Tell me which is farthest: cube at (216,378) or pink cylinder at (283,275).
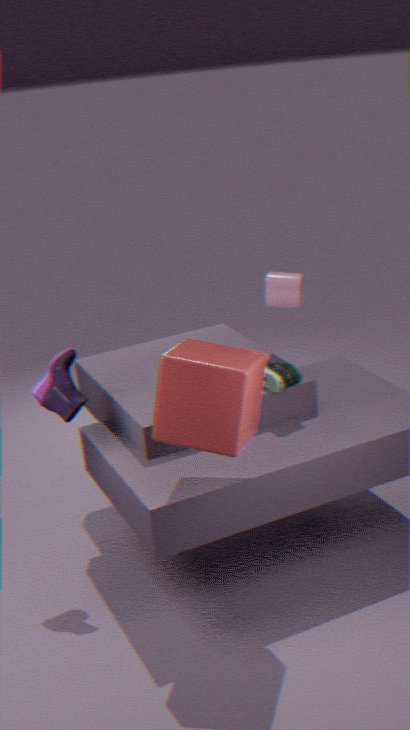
pink cylinder at (283,275)
